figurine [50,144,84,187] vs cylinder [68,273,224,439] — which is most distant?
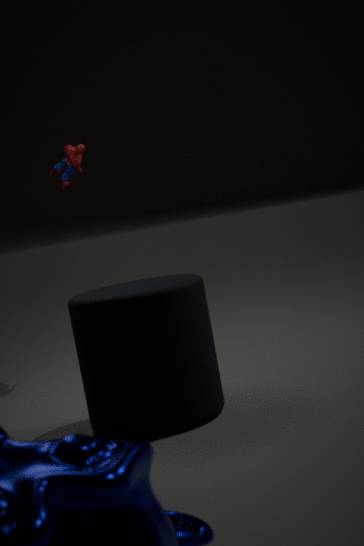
figurine [50,144,84,187]
